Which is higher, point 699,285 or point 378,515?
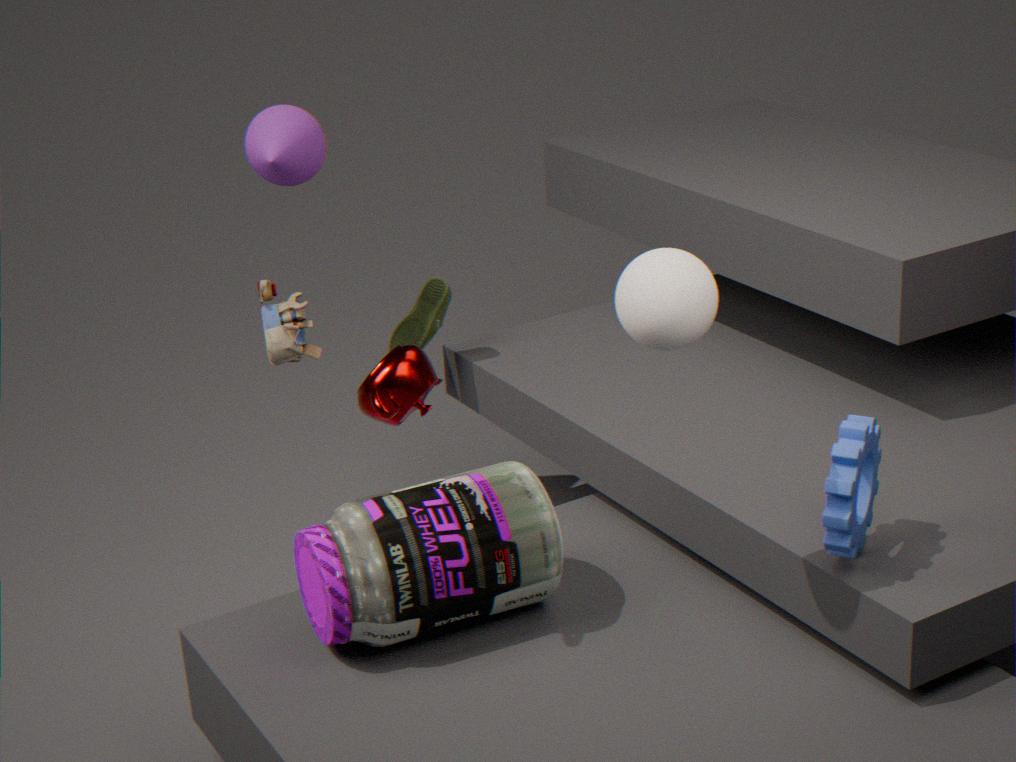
point 699,285
